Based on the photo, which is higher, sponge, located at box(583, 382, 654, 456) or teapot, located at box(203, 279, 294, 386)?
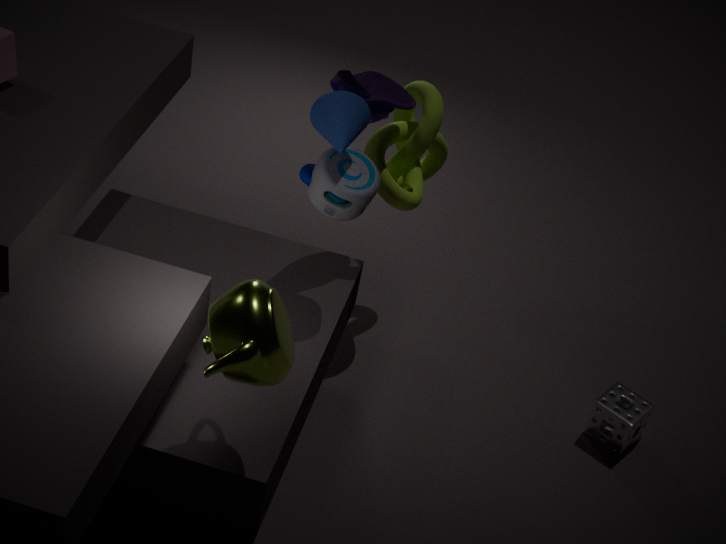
teapot, located at box(203, 279, 294, 386)
